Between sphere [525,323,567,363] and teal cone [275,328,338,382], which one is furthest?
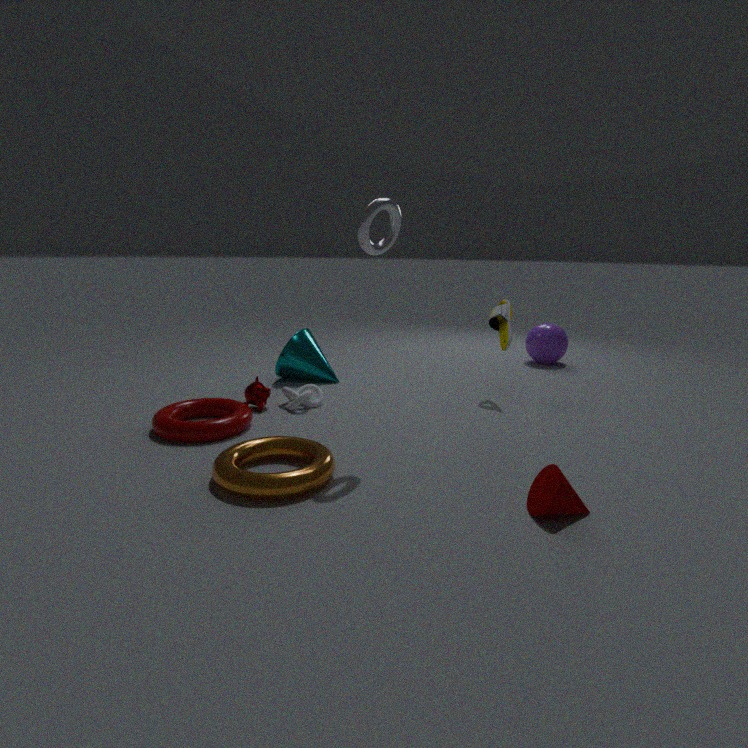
sphere [525,323,567,363]
